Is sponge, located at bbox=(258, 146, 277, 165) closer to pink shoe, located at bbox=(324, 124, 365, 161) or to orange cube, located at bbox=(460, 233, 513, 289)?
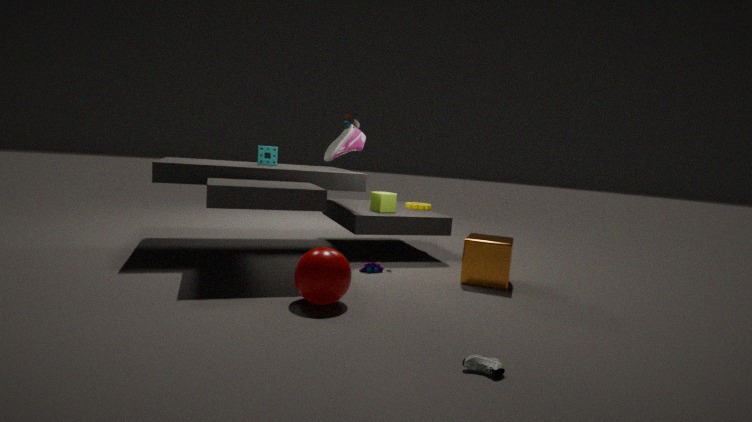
pink shoe, located at bbox=(324, 124, 365, 161)
